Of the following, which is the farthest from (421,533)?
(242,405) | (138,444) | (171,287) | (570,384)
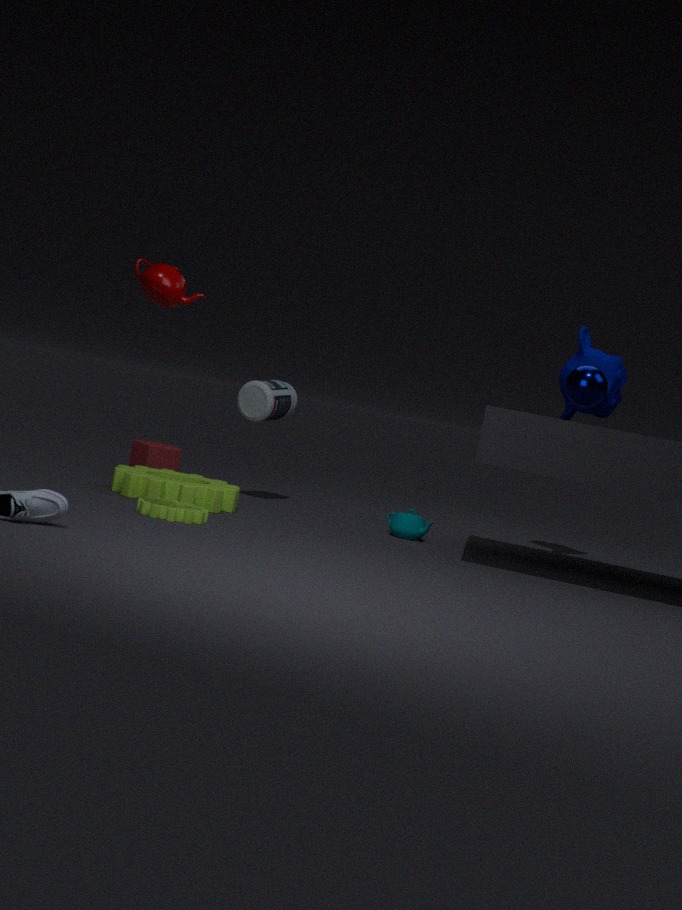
(171,287)
